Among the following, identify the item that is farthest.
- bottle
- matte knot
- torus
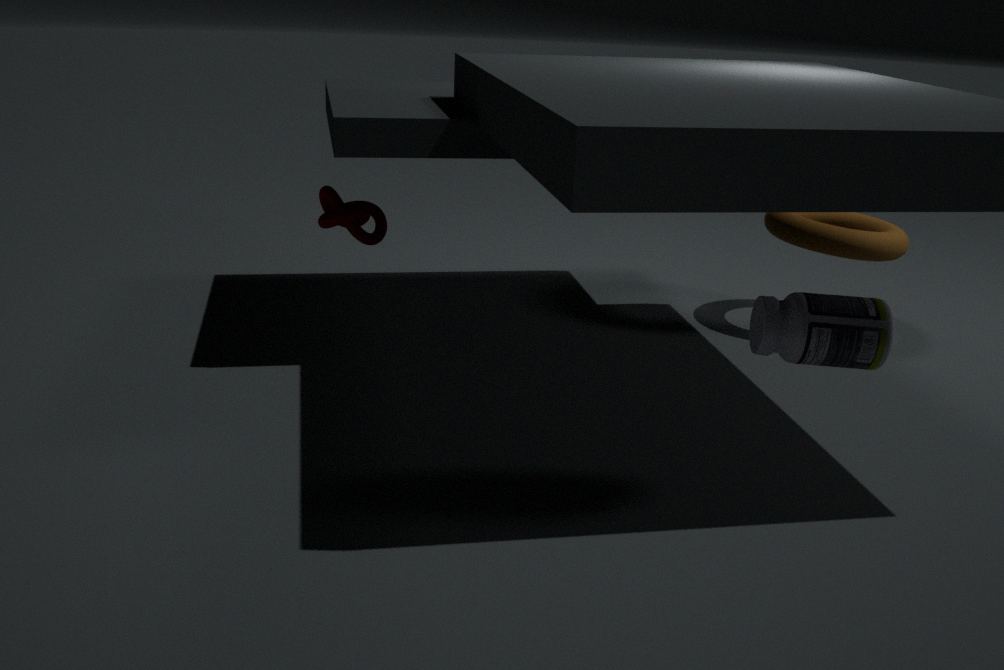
torus
